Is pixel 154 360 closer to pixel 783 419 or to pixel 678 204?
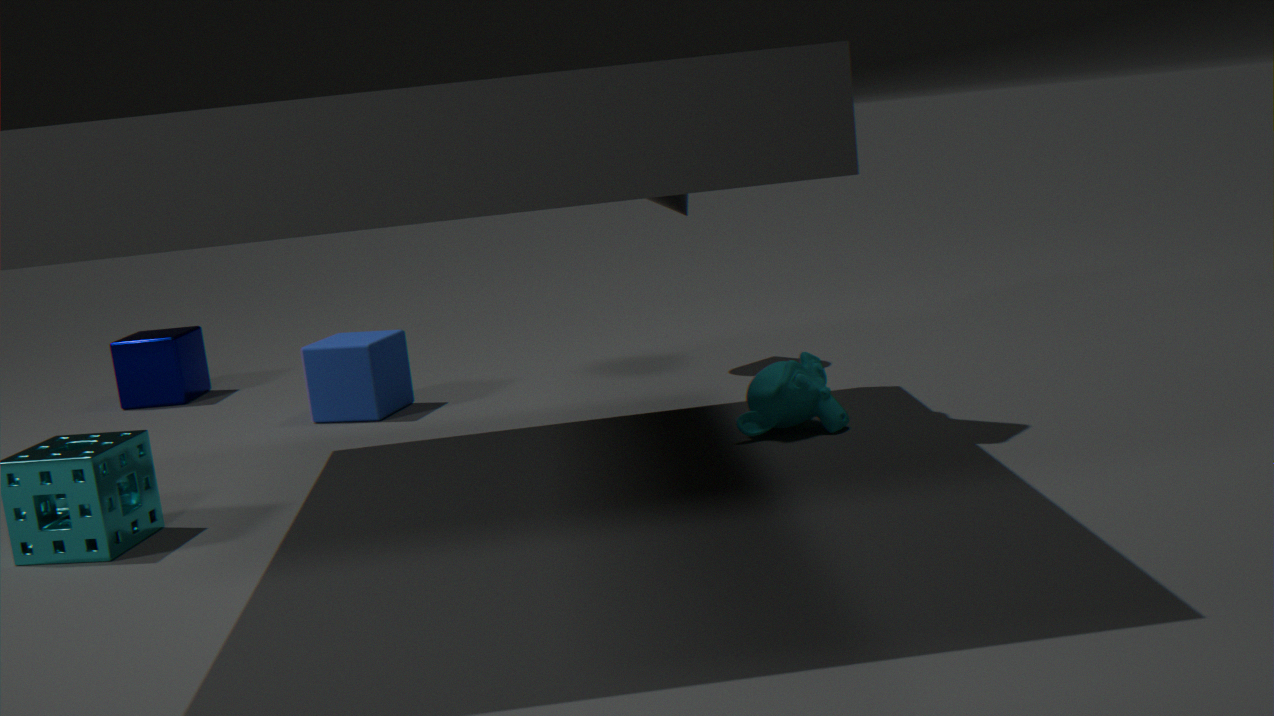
→ pixel 678 204
